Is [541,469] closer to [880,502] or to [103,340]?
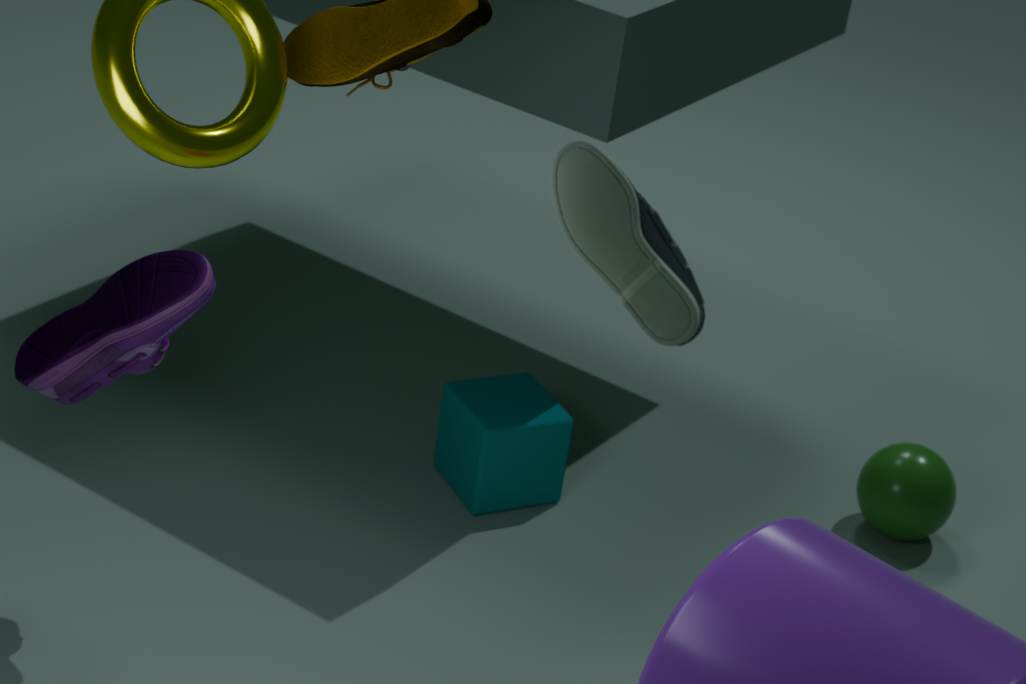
[880,502]
